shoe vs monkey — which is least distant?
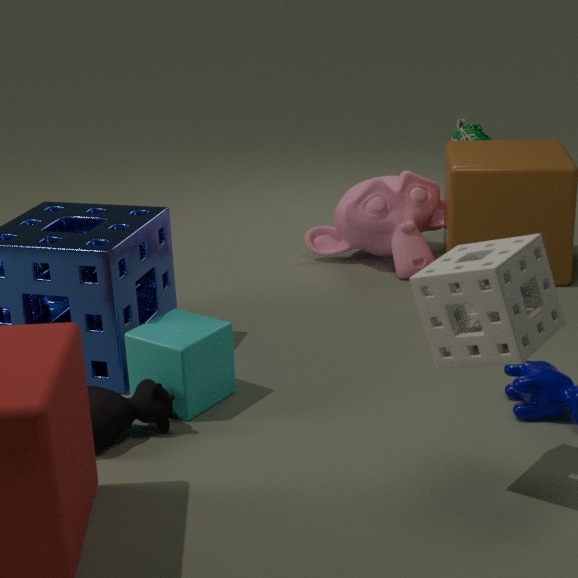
monkey
